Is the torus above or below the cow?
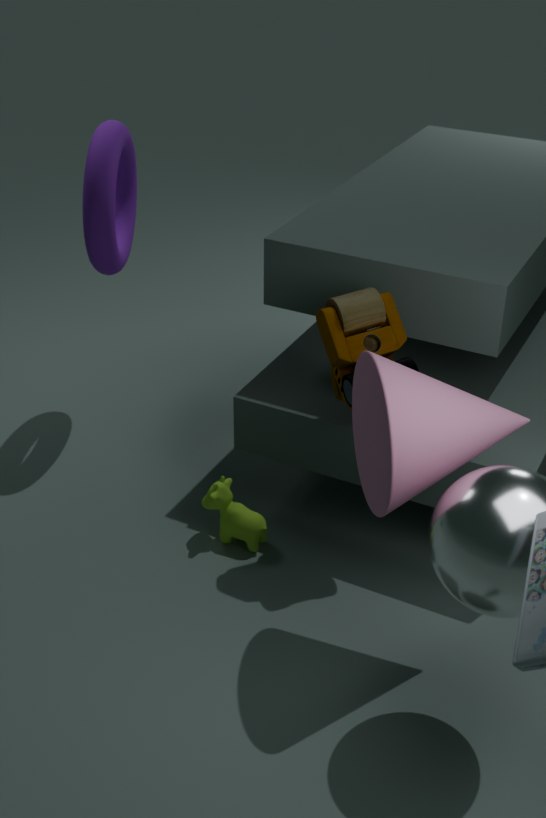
above
